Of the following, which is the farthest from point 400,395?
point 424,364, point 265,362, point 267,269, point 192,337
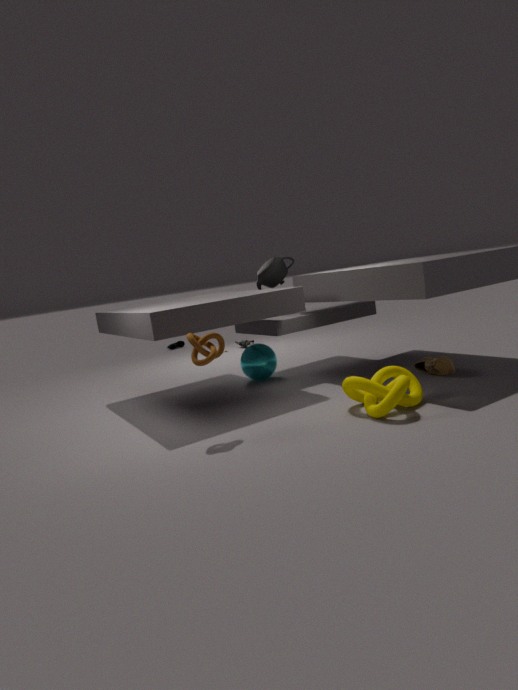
point 267,269
